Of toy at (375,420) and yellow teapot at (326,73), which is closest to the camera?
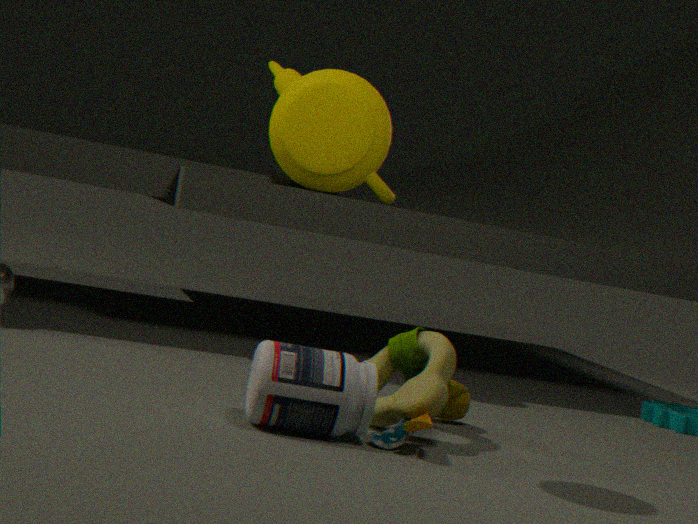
toy at (375,420)
